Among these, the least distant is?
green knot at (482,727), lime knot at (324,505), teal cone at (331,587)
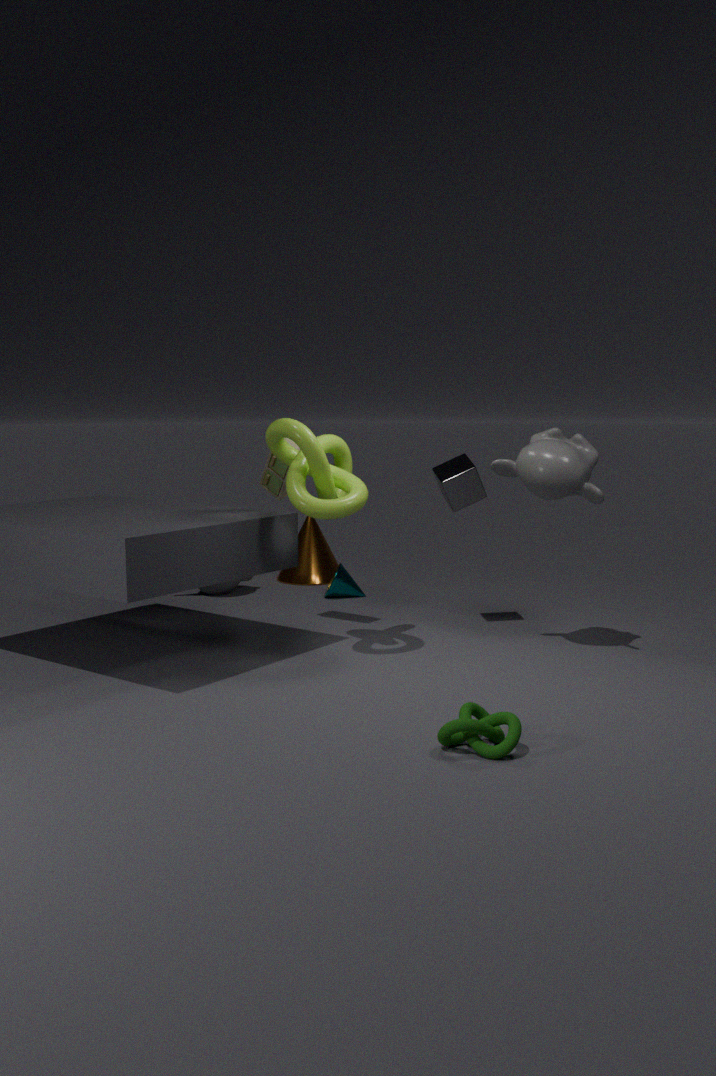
green knot at (482,727)
